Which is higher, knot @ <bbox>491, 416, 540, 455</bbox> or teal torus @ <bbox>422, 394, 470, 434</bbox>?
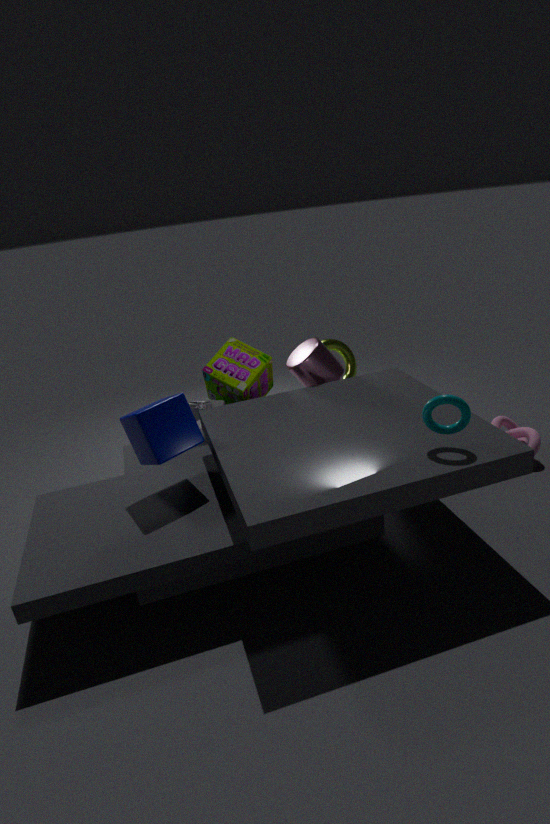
teal torus @ <bbox>422, 394, 470, 434</bbox>
